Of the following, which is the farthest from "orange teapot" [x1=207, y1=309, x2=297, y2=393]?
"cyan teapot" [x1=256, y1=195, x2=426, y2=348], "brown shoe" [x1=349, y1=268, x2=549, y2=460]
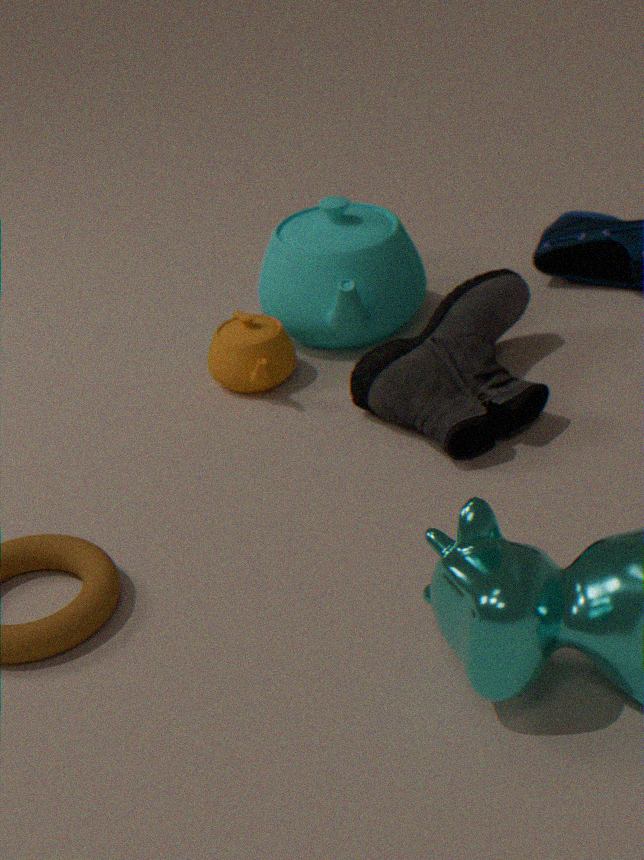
"brown shoe" [x1=349, y1=268, x2=549, y2=460]
